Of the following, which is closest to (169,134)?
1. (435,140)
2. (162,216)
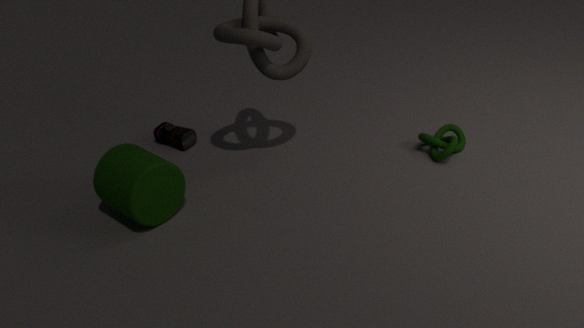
(162,216)
